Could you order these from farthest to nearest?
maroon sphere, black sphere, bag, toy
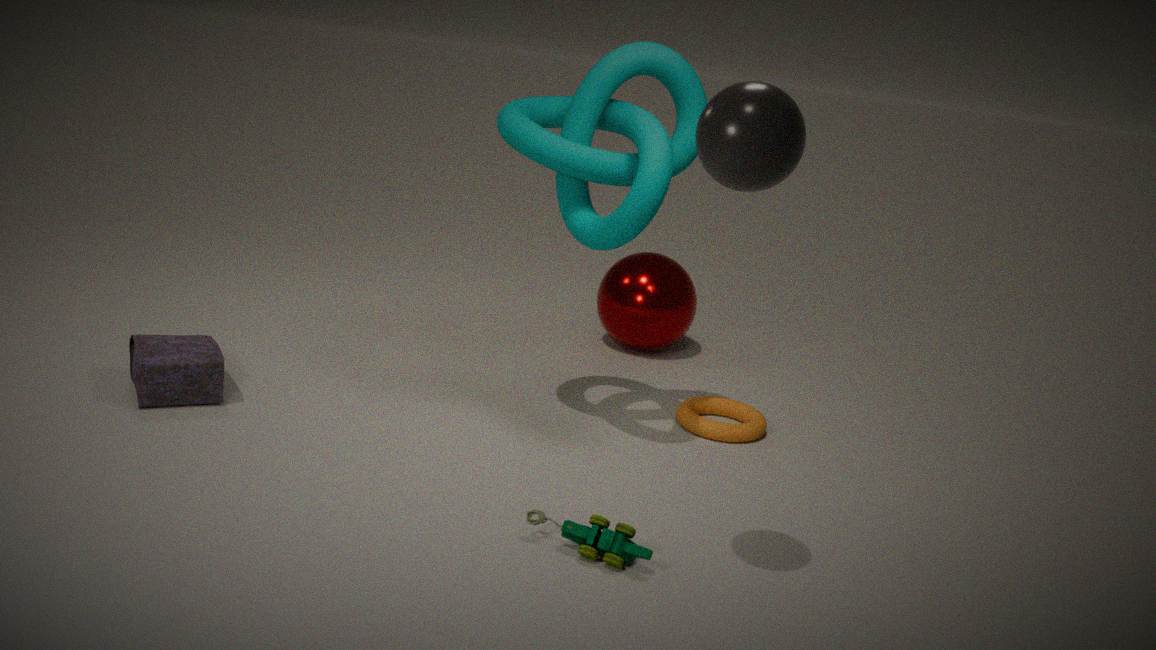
maroon sphere, bag, toy, black sphere
